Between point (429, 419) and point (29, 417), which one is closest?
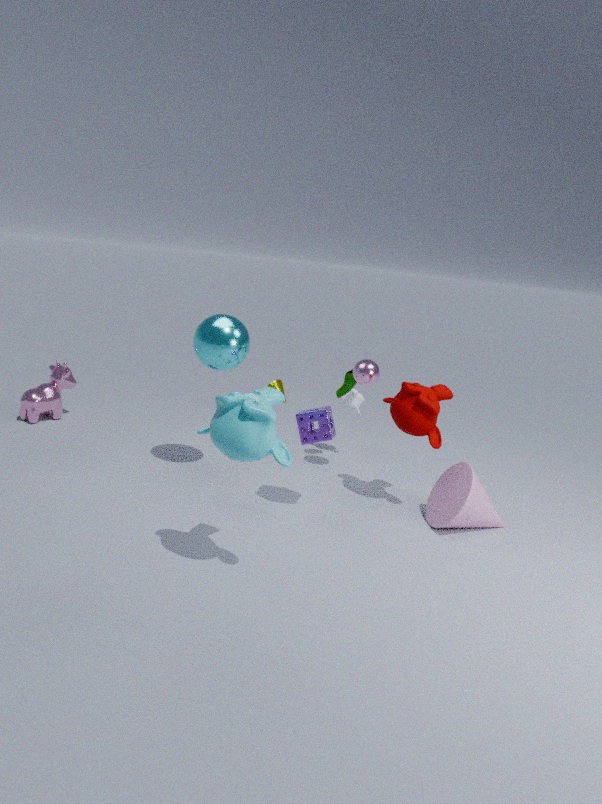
point (429, 419)
